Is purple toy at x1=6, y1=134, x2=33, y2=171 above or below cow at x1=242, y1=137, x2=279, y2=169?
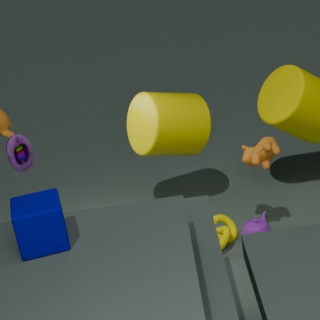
above
